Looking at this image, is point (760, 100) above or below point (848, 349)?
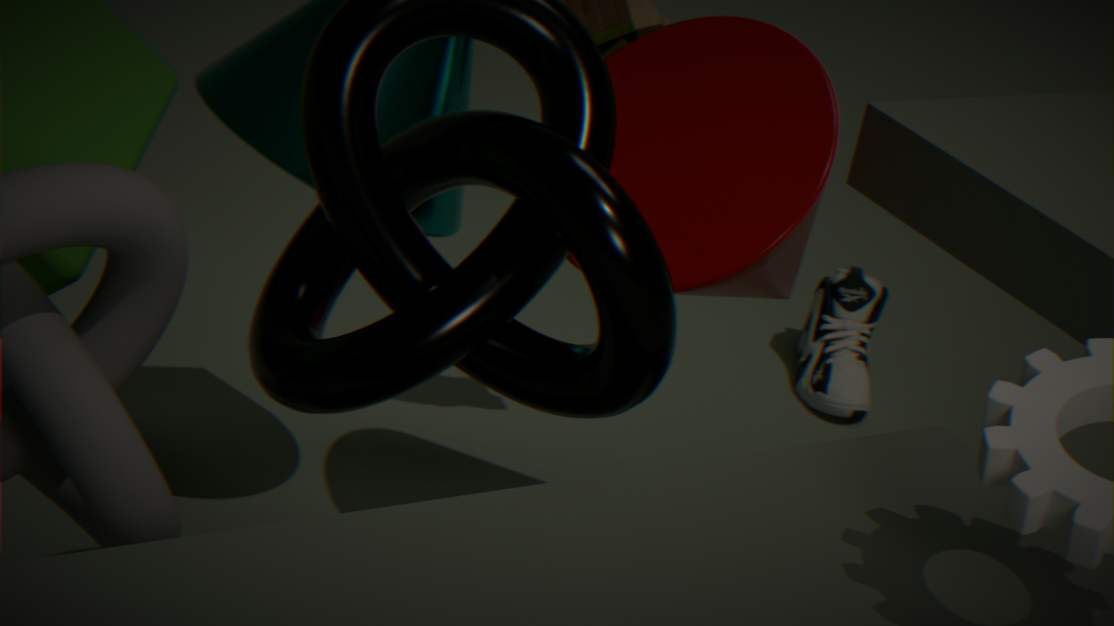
above
